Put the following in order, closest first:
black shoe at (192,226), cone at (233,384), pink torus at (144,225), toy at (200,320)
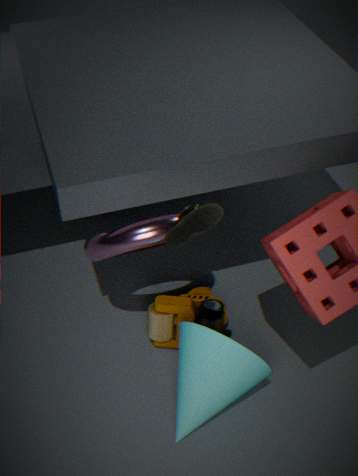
black shoe at (192,226) < pink torus at (144,225) < cone at (233,384) < toy at (200,320)
